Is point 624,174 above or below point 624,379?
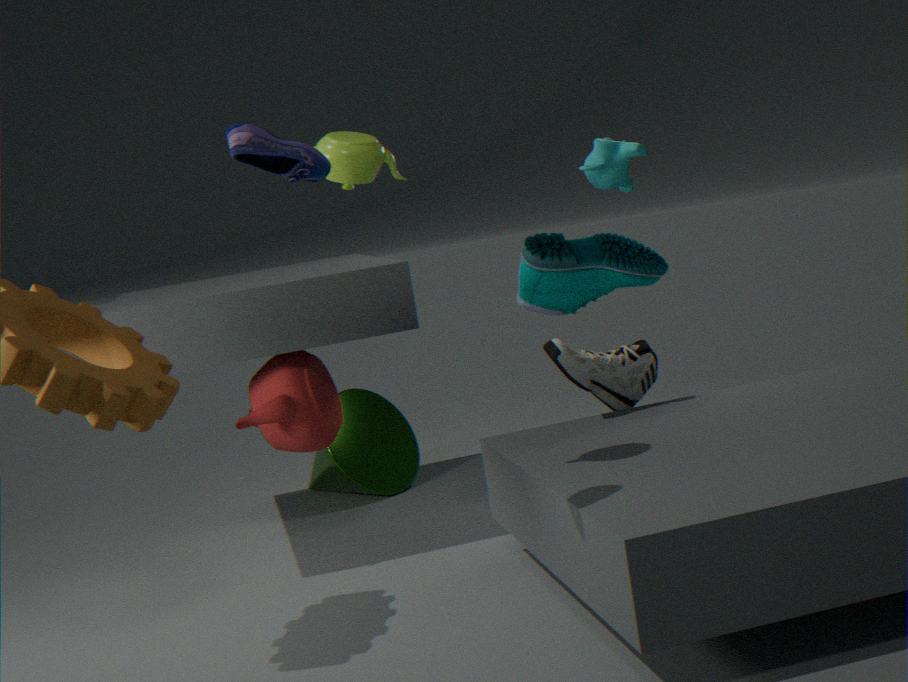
above
